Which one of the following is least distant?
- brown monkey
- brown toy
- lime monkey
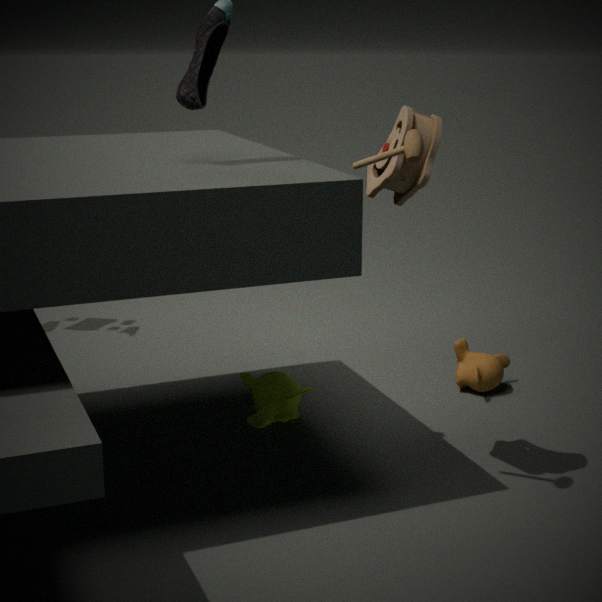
brown toy
